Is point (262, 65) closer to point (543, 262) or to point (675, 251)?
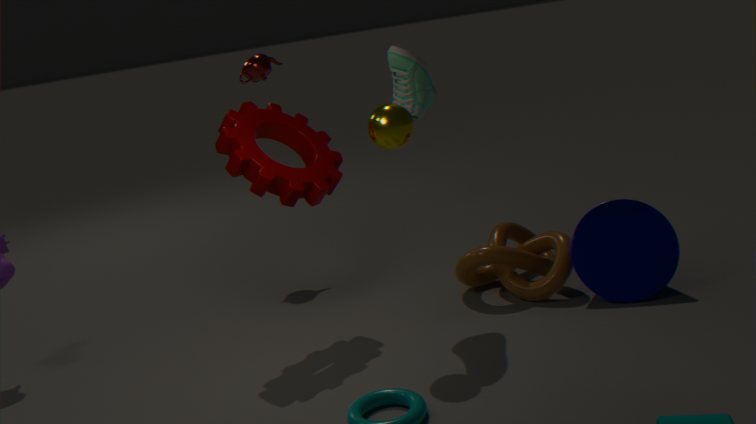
point (543, 262)
